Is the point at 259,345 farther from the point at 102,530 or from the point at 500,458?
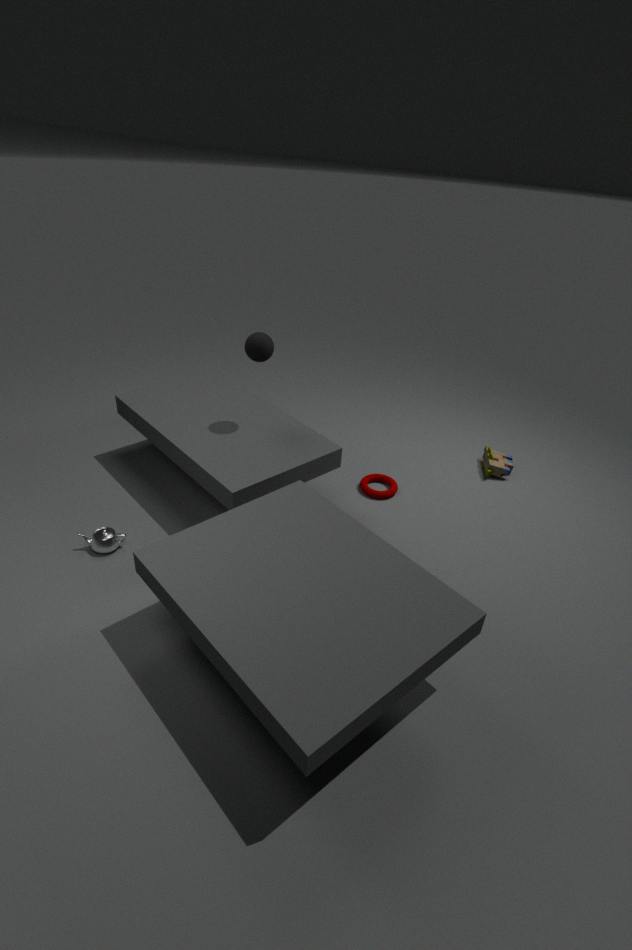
the point at 500,458
